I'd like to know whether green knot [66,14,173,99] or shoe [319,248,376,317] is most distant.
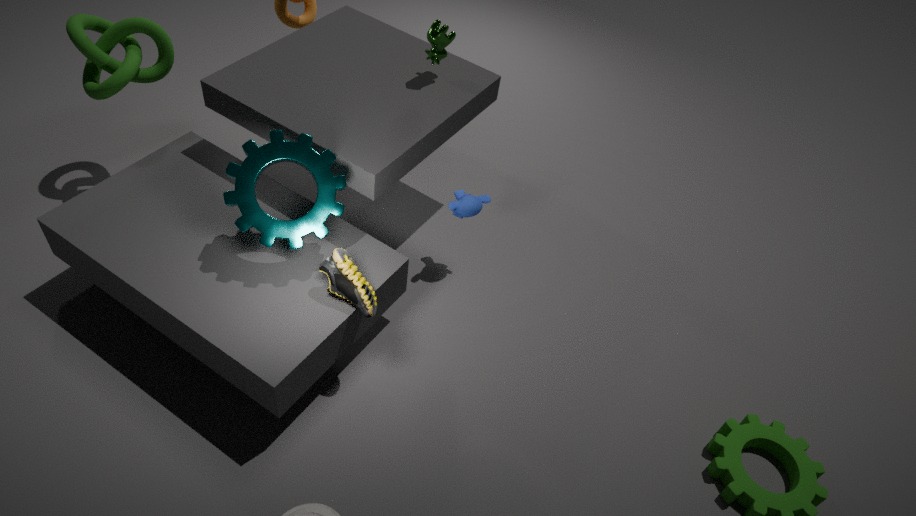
green knot [66,14,173,99]
